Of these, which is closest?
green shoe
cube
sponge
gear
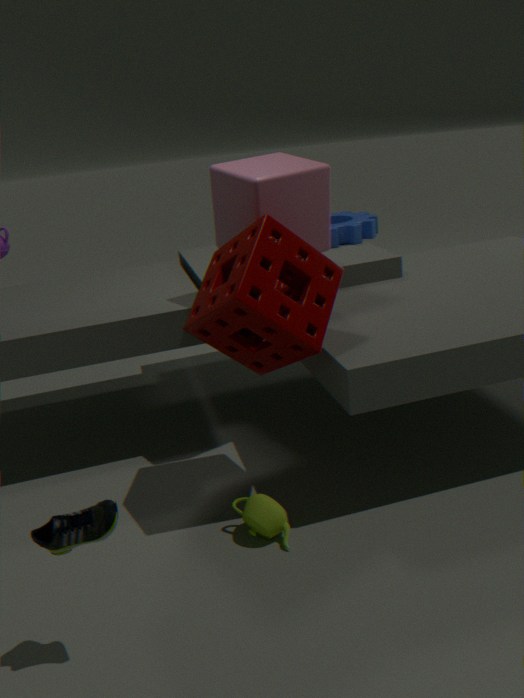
green shoe
